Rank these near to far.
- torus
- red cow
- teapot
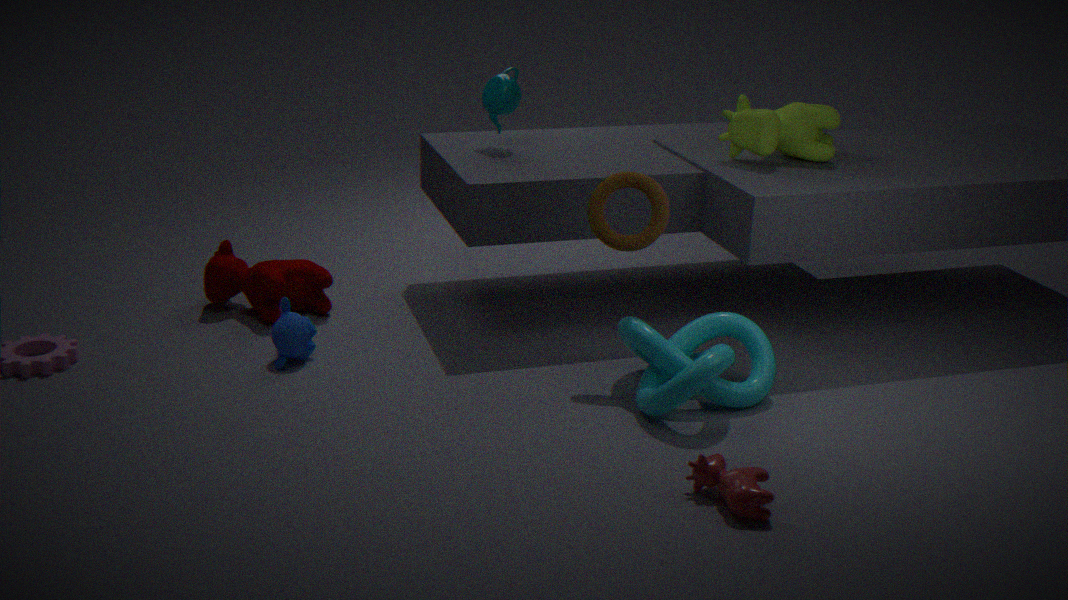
red cow → torus → teapot
